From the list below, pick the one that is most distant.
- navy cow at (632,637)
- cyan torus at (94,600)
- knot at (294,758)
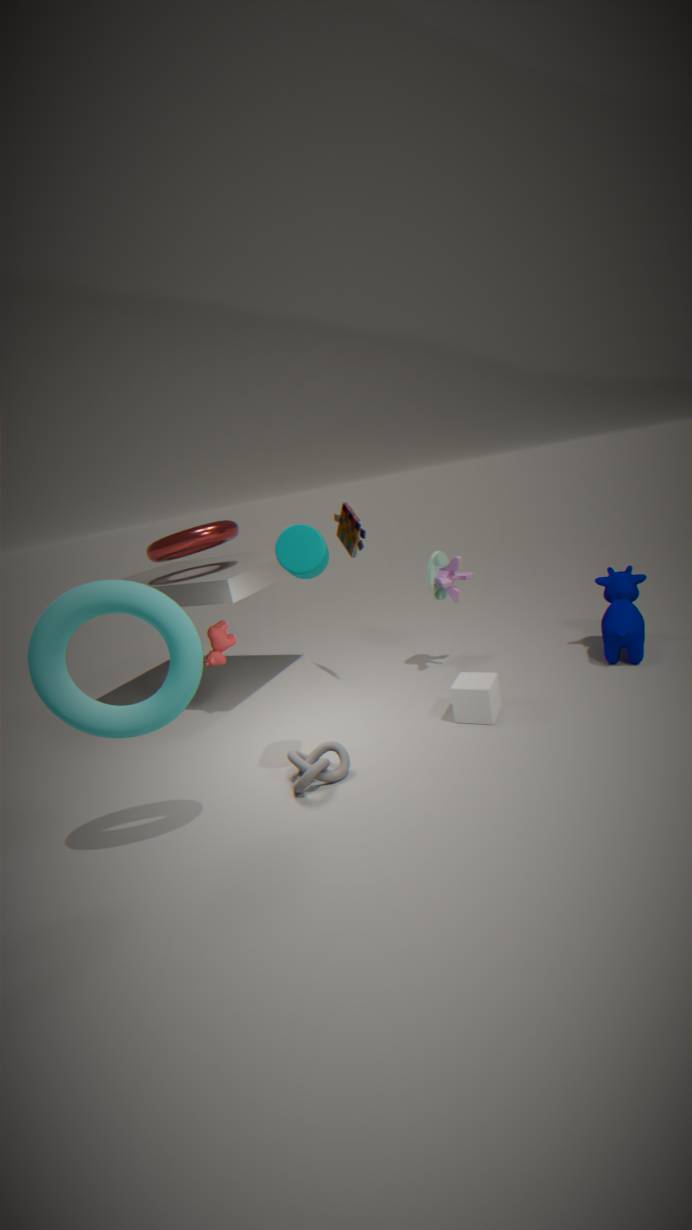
navy cow at (632,637)
